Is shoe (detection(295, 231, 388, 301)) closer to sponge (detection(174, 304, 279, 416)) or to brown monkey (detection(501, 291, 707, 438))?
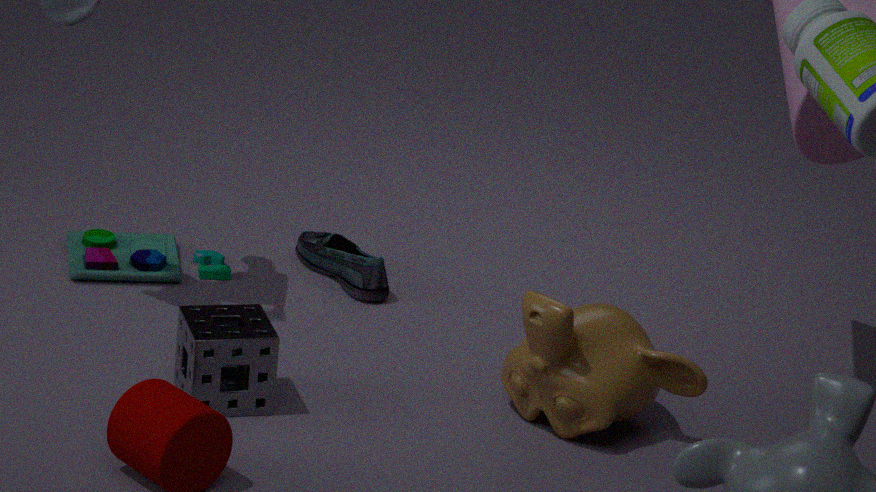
brown monkey (detection(501, 291, 707, 438))
